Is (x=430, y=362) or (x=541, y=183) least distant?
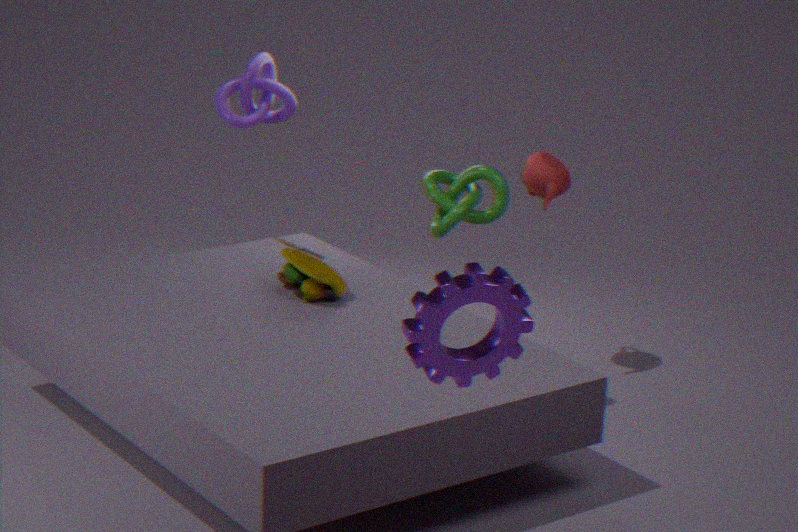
(x=430, y=362)
